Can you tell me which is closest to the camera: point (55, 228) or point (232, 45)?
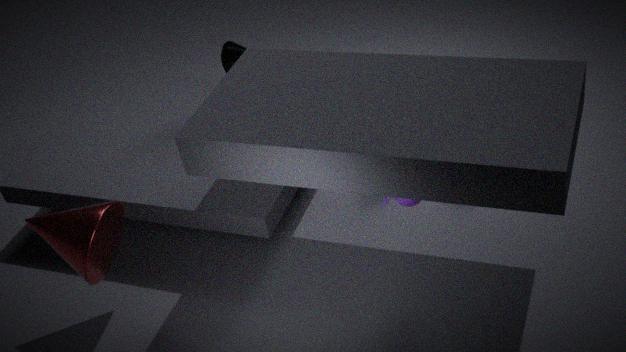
point (55, 228)
